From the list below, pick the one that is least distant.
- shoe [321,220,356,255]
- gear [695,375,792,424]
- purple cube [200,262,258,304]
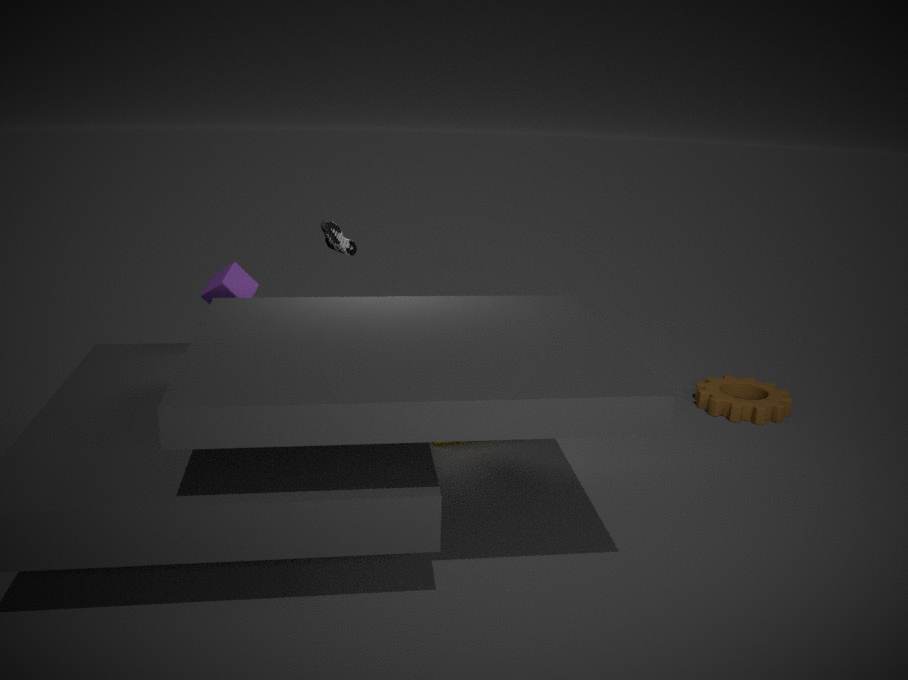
purple cube [200,262,258,304]
